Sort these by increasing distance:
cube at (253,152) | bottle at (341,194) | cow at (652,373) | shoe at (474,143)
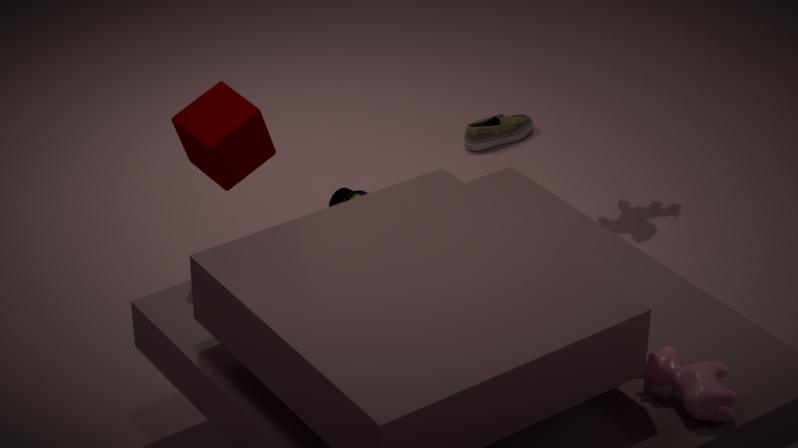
cow at (652,373), cube at (253,152), bottle at (341,194), shoe at (474,143)
